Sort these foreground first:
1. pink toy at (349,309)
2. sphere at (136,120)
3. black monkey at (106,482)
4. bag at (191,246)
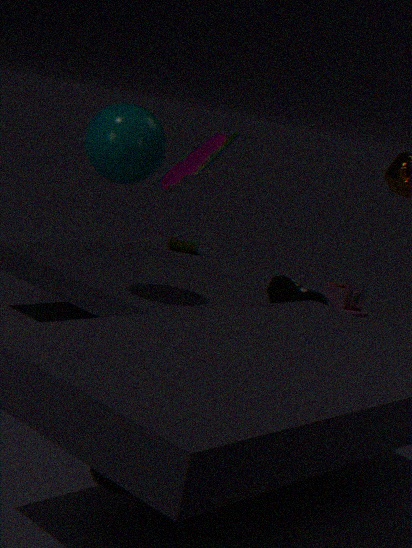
1. black monkey at (106,482)
2. sphere at (136,120)
3. pink toy at (349,309)
4. bag at (191,246)
